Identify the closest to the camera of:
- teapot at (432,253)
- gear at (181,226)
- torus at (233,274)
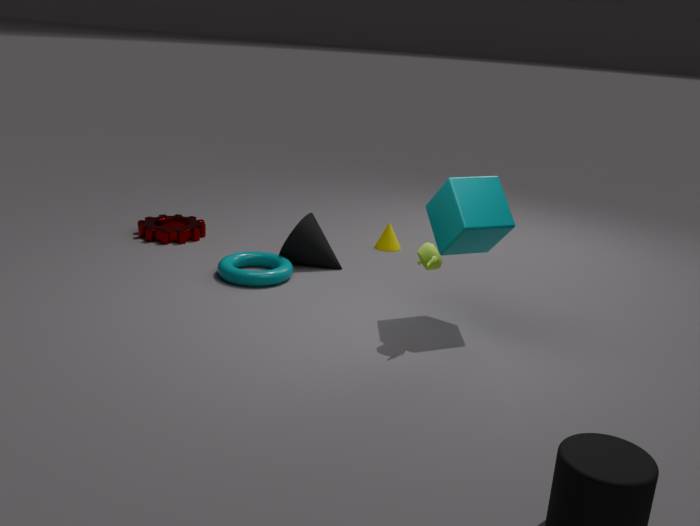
teapot at (432,253)
